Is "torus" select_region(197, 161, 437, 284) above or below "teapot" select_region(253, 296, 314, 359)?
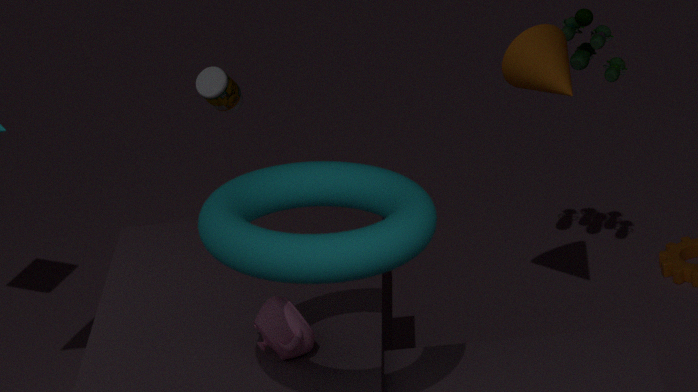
above
